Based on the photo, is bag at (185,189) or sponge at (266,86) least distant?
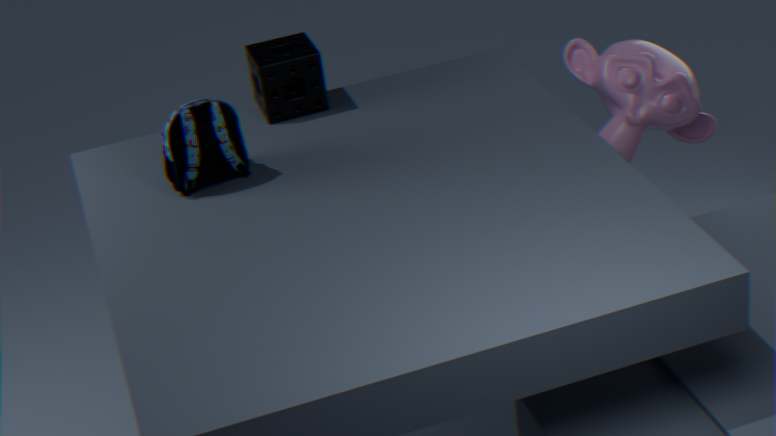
bag at (185,189)
